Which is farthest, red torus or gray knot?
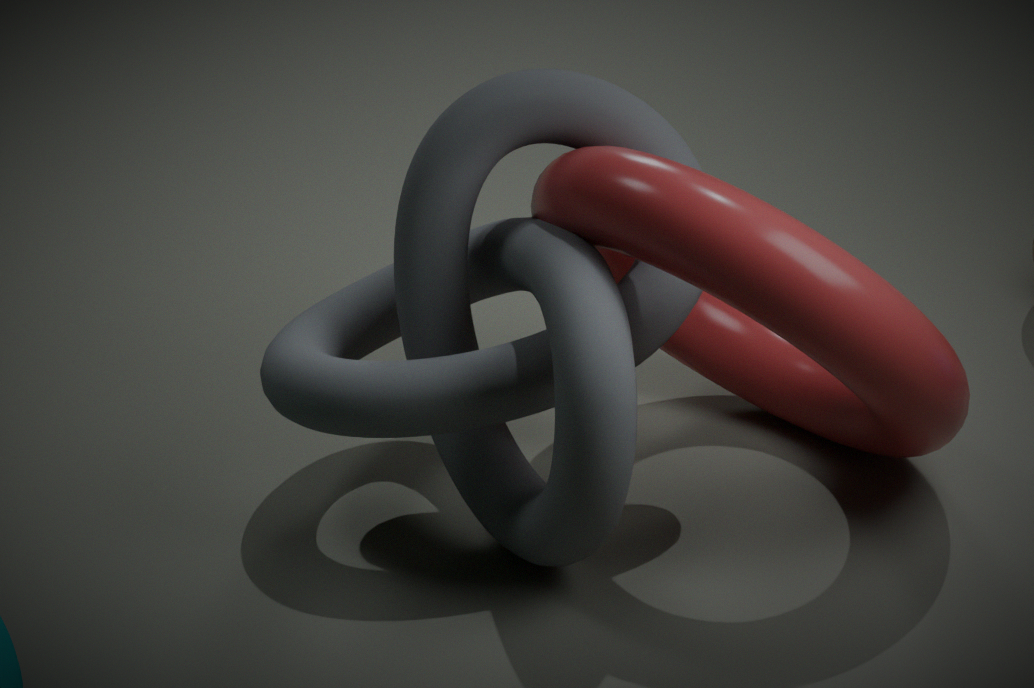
gray knot
